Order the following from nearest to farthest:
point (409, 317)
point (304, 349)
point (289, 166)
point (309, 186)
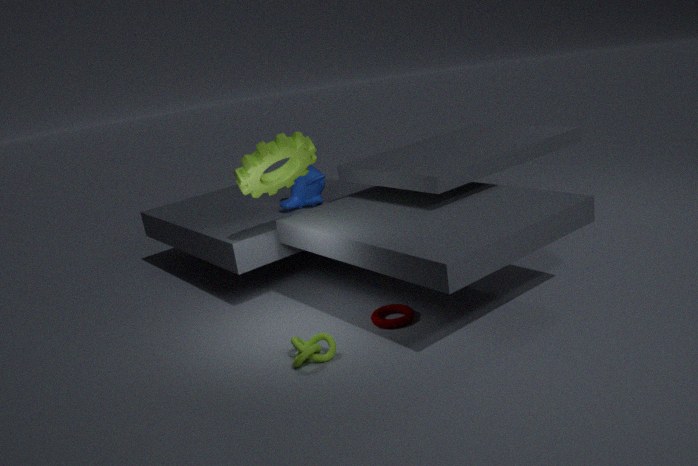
point (304, 349), point (409, 317), point (289, 166), point (309, 186)
